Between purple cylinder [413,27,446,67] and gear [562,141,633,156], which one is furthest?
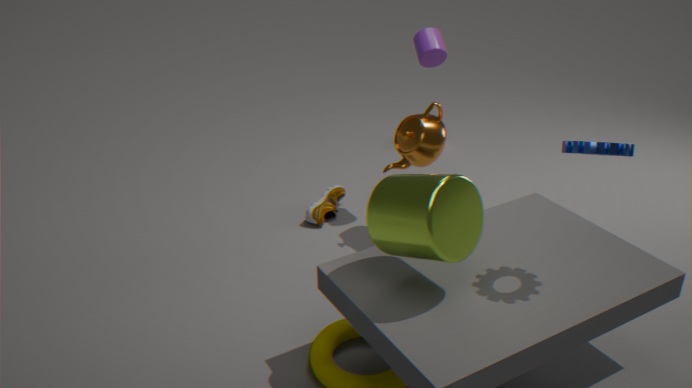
purple cylinder [413,27,446,67]
